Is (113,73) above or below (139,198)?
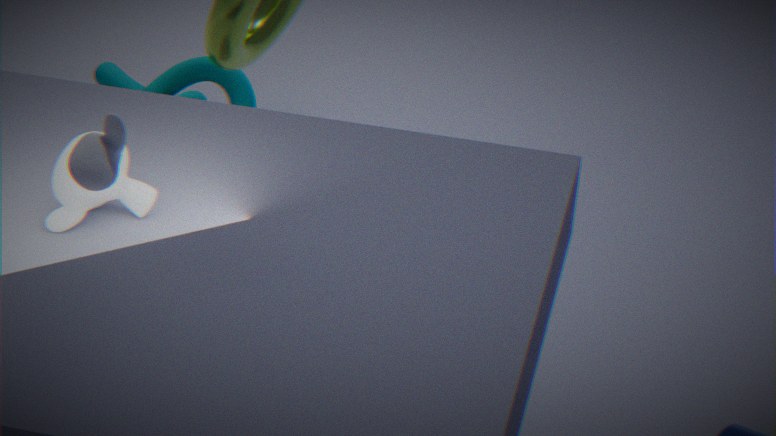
below
